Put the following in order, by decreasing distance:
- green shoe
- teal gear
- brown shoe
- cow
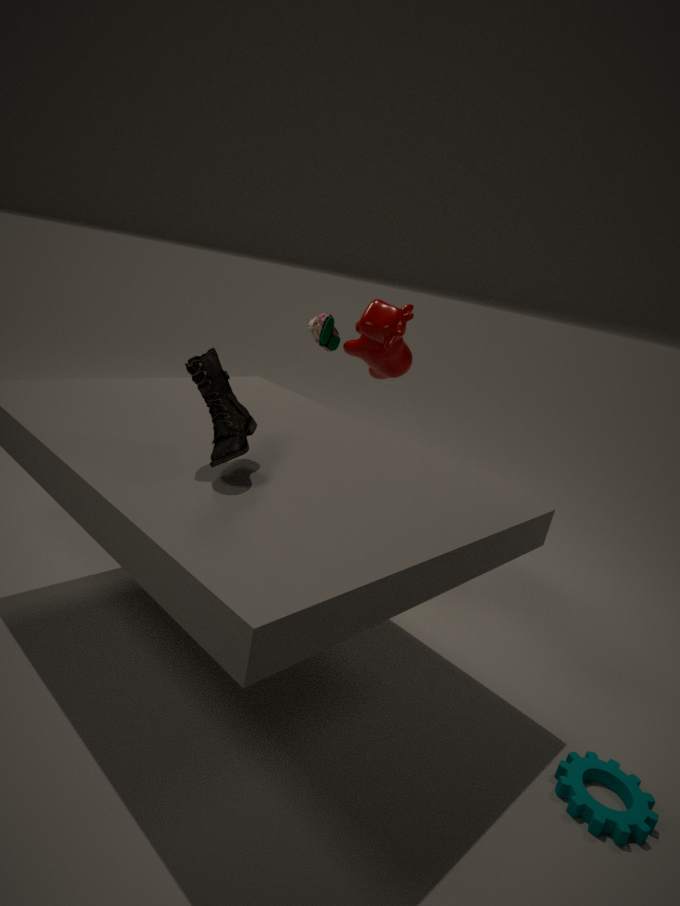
green shoe < cow < teal gear < brown shoe
